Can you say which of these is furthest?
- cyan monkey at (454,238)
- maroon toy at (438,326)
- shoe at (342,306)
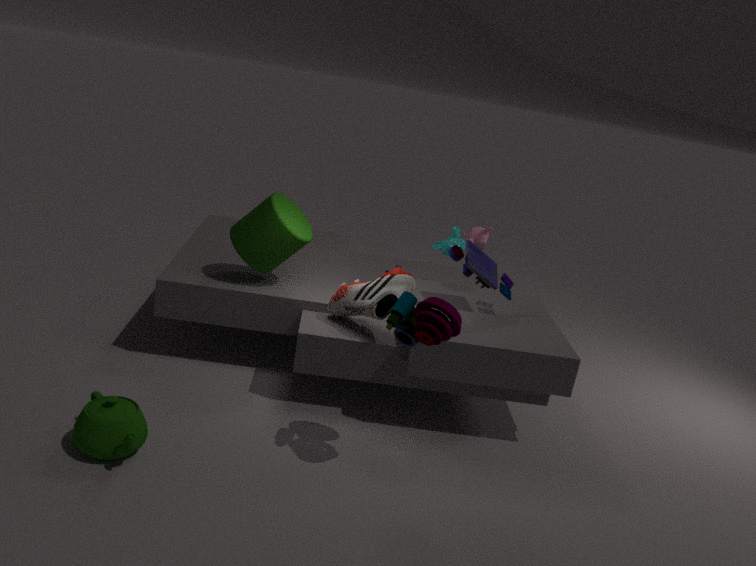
cyan monkey at (454,238)
